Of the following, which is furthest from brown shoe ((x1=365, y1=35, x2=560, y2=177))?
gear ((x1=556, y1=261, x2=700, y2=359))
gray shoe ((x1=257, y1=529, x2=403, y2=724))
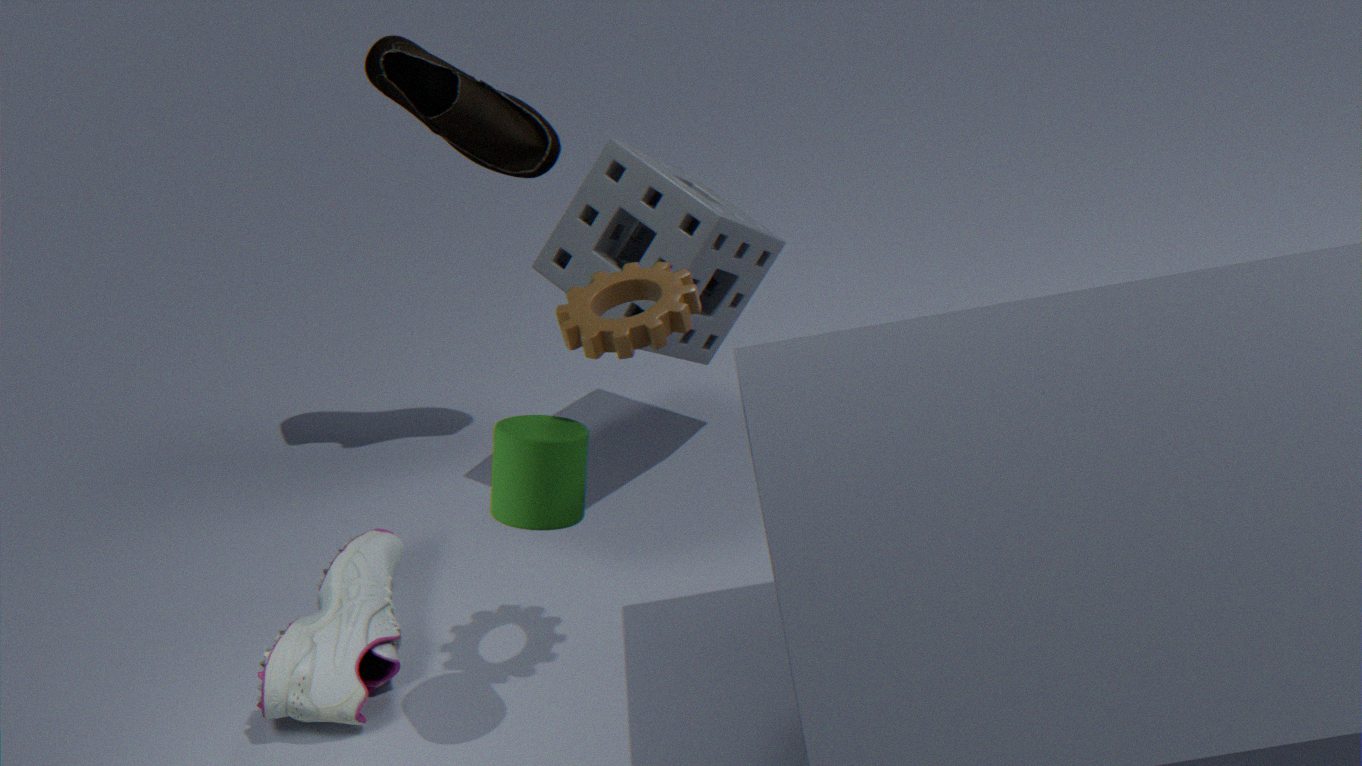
gray shoe ((x1=257, y1=529, x2=403, y2=724))
